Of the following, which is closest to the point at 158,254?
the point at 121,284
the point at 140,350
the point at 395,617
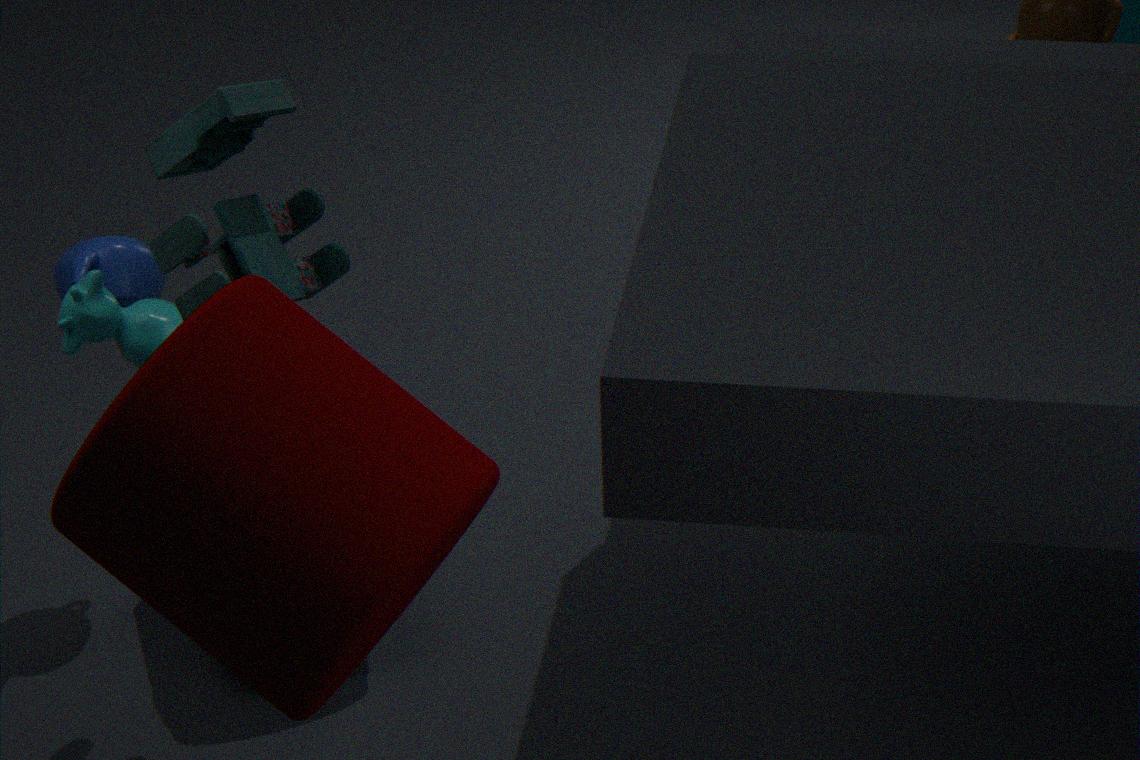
the point at 140,350
